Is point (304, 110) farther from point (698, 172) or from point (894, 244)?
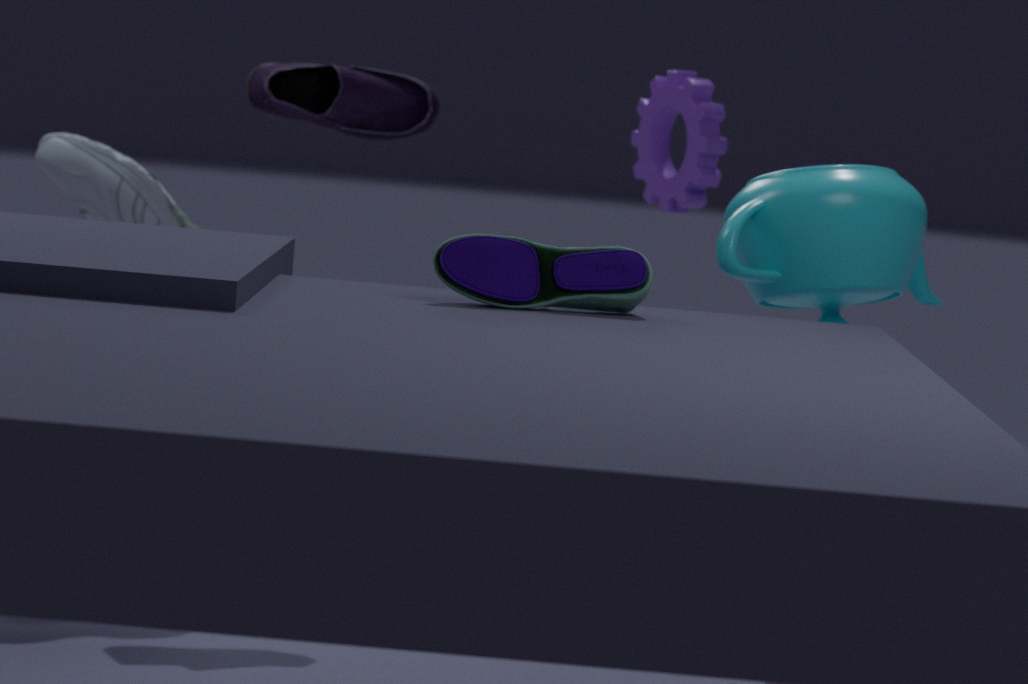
point (894, 244)
